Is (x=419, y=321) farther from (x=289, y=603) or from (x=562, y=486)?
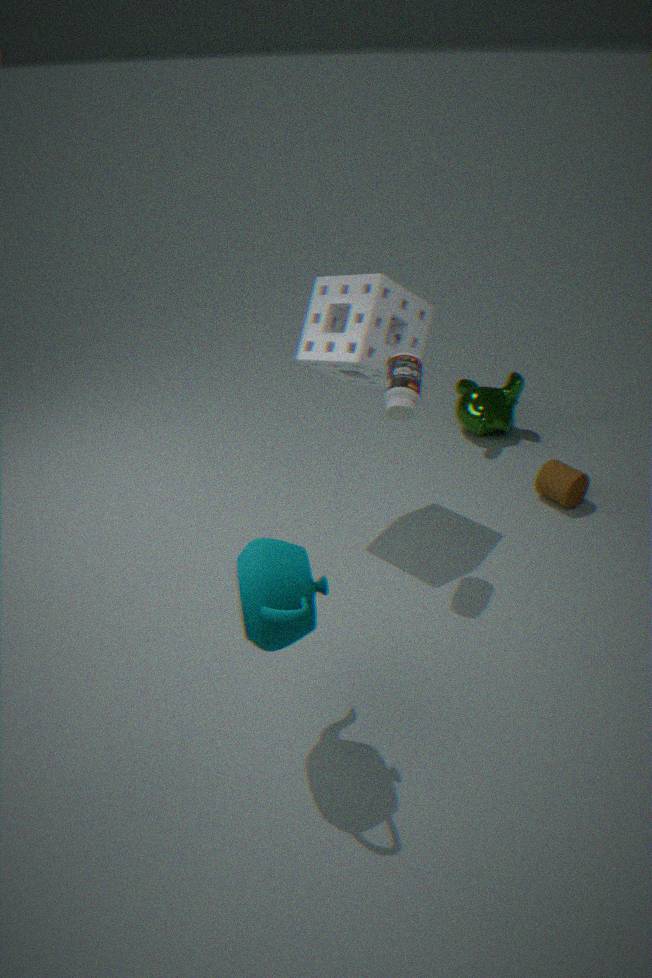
(x=289, y=603)
